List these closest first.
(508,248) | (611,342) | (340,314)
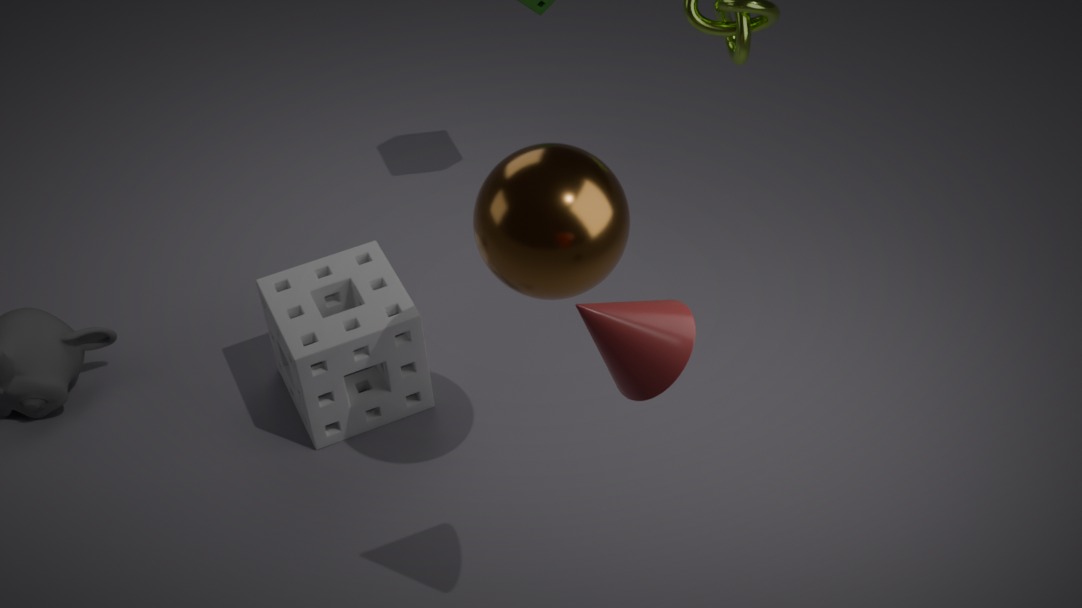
(611,342) → (508,248) → (340,314)
